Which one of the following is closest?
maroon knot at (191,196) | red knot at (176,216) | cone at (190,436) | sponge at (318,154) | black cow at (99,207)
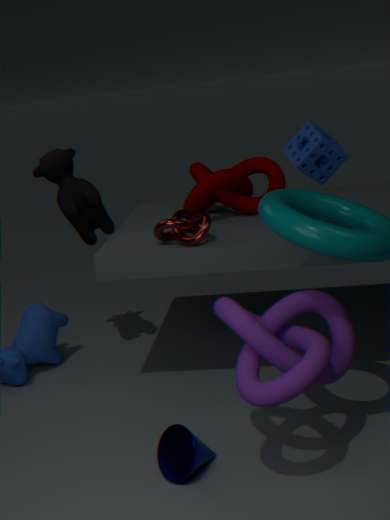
cone at (190,436)
